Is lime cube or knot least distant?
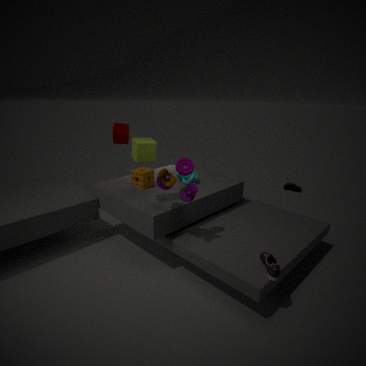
lime cube
